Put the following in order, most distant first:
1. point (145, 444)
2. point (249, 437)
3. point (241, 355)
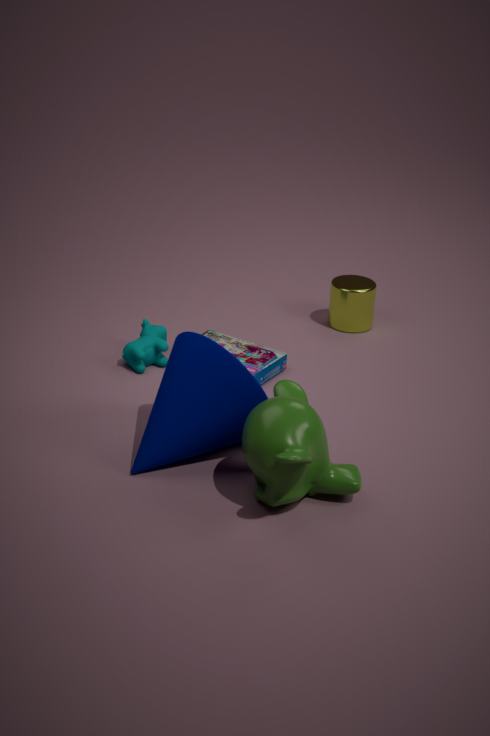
point (241, 355) < point (145, 444) < point (249, 437)
